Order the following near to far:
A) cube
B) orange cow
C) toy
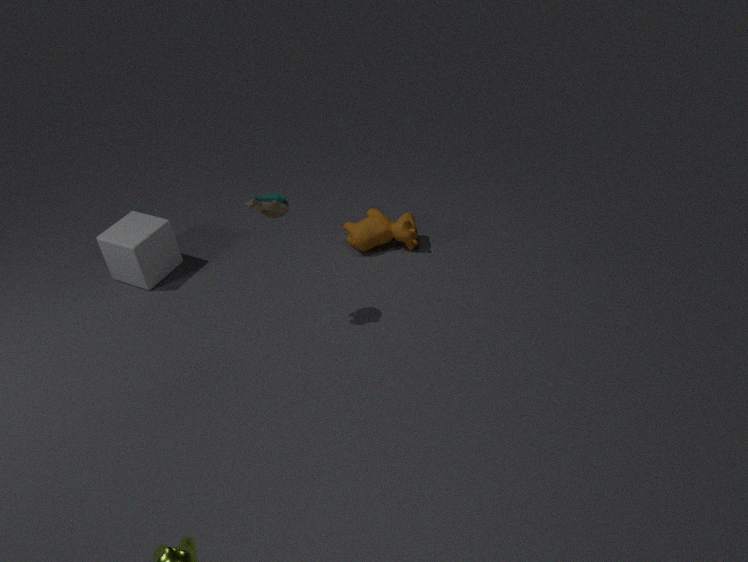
toy → cube → orange cow
